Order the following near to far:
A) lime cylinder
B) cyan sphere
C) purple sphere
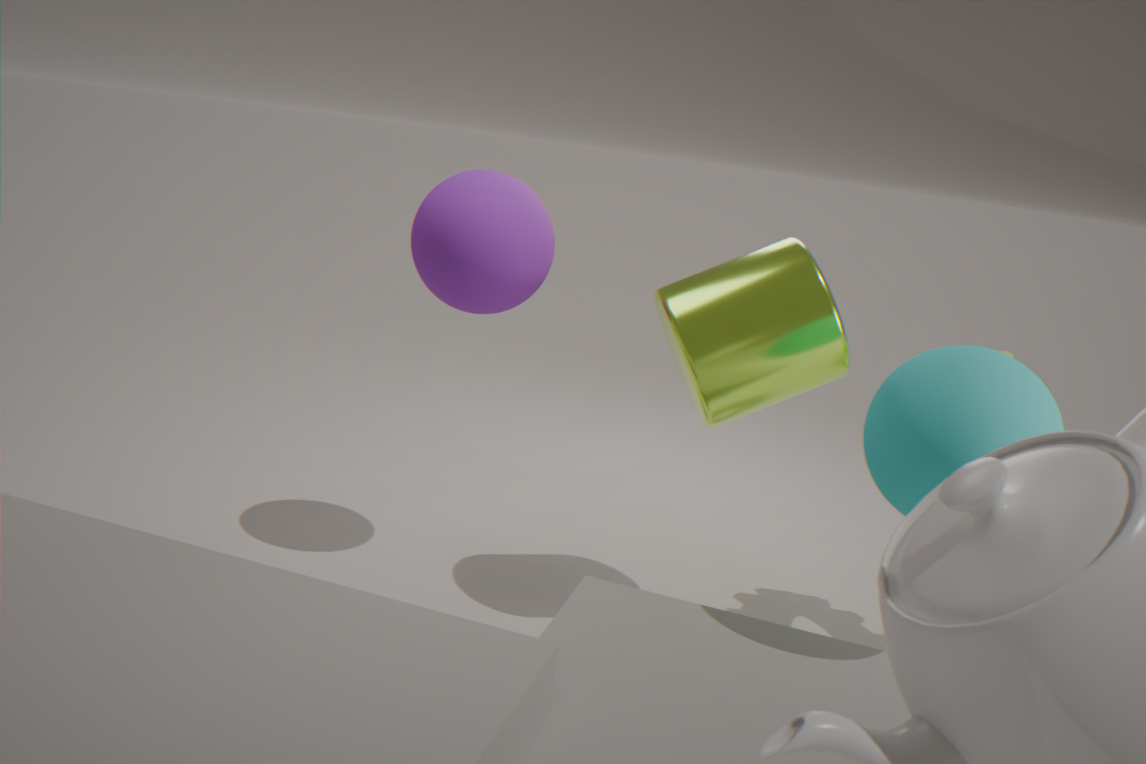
1. cyan sphere
2. lime cylinder
3. purple sphere
